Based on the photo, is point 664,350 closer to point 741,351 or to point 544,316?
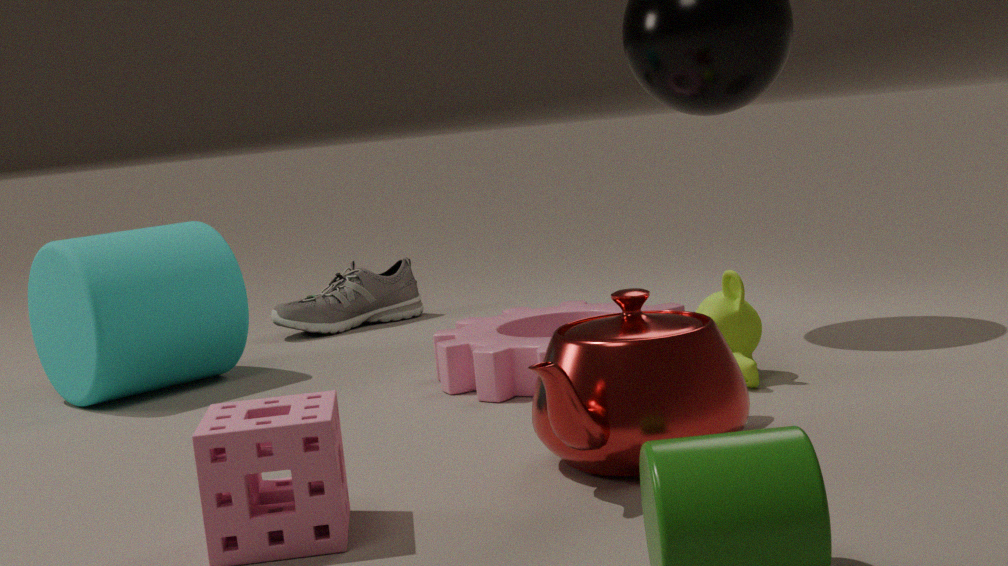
point 741,351
